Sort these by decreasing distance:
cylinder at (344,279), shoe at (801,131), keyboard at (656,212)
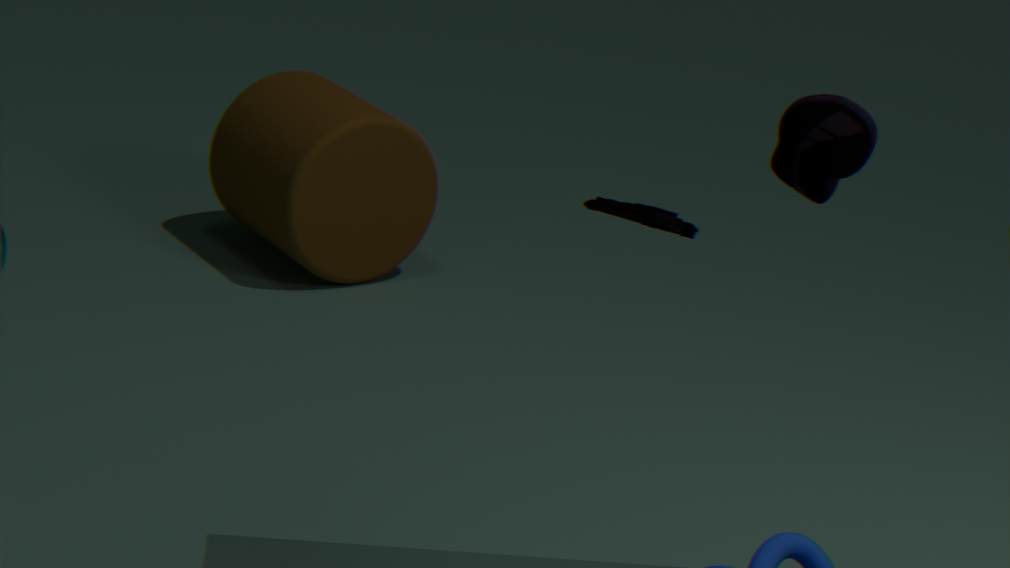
cylinder at (344,279)
keyboard at (656,212)
shoe at (801,131)
